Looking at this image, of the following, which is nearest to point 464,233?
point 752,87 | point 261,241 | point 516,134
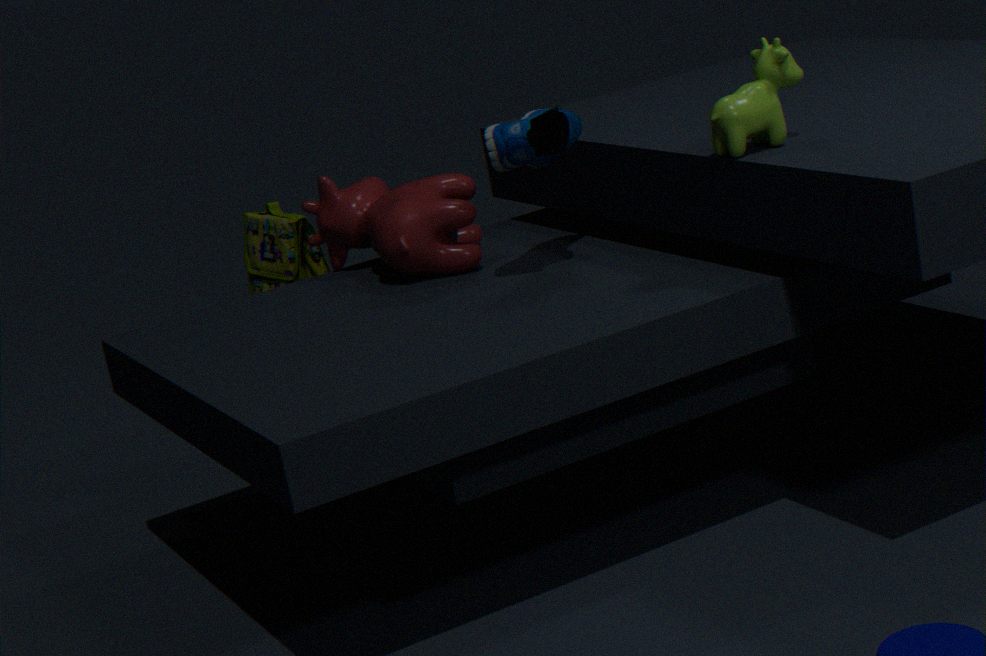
point 516,134
